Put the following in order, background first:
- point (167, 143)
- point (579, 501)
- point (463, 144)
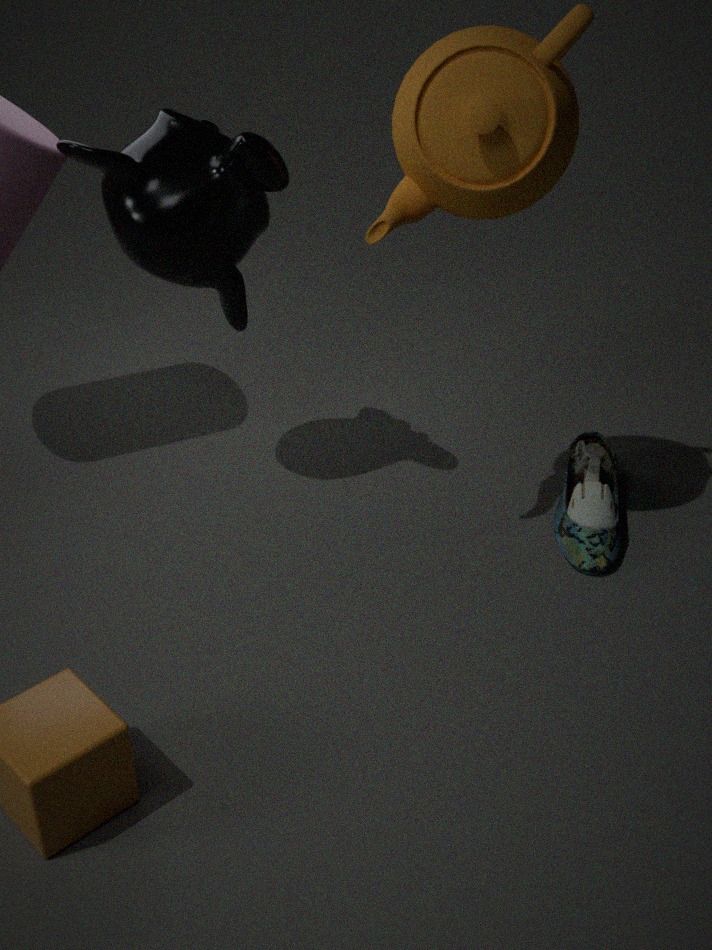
1. point (579, 501)
2. point (167, 143)
3. point (463, 144)
